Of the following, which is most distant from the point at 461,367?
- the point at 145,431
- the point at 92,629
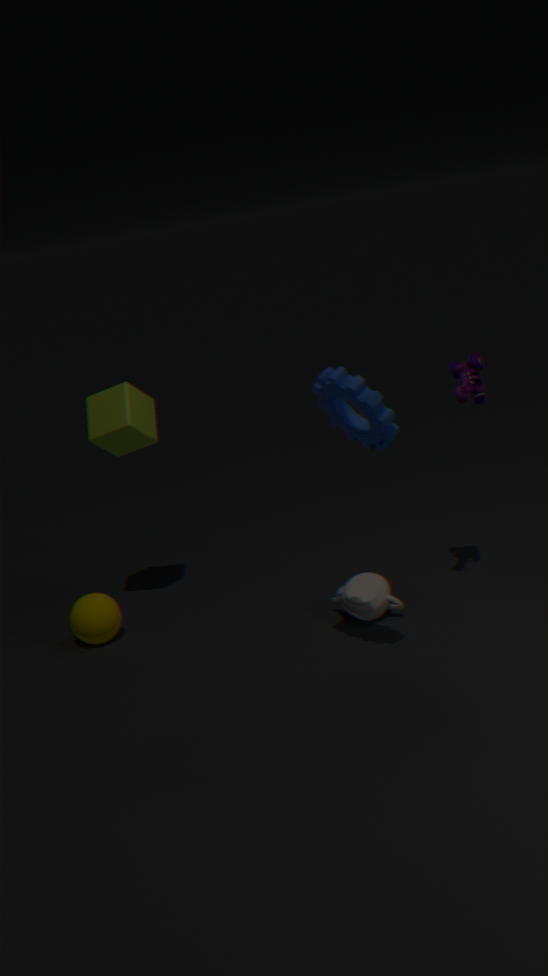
the point at 92,629
